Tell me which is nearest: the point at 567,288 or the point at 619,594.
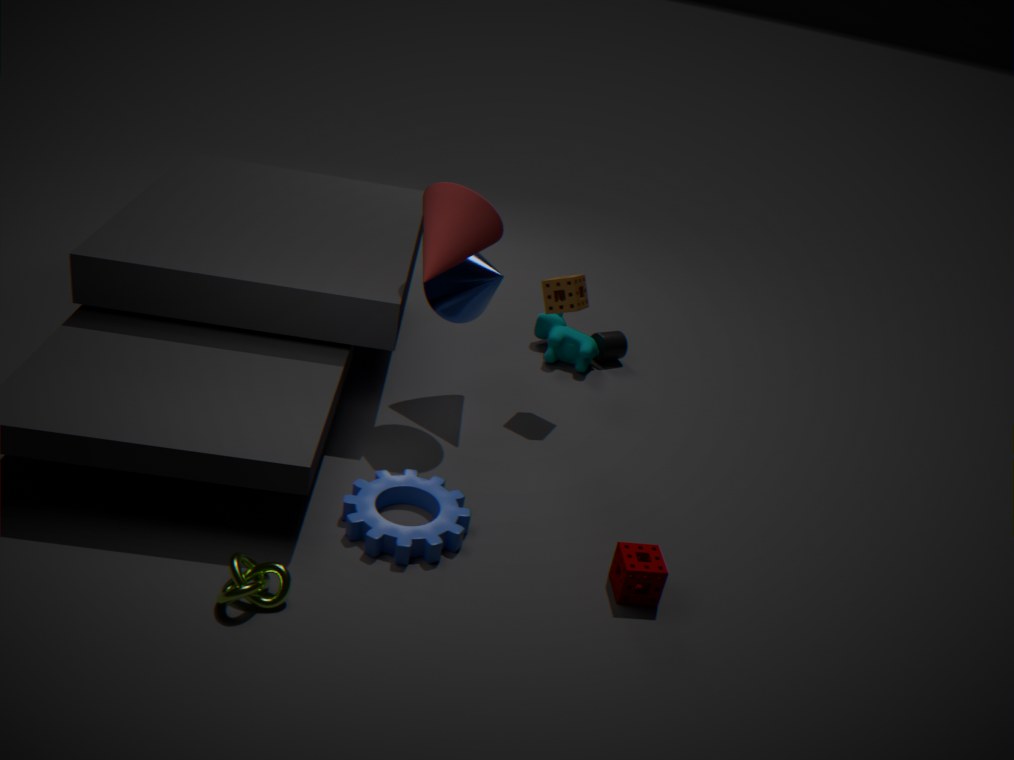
the point at 619,594
